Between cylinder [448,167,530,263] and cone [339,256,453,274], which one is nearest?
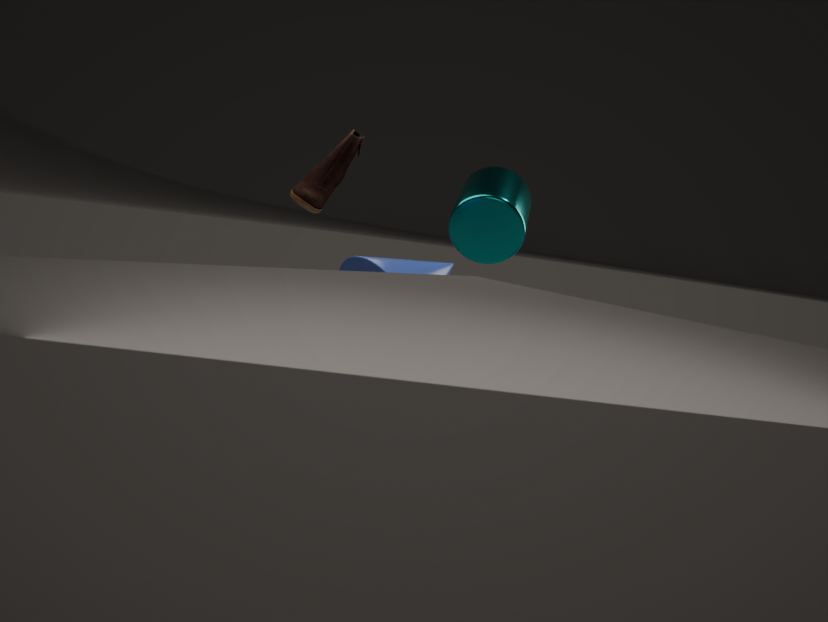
cone [339,256,453,274]
